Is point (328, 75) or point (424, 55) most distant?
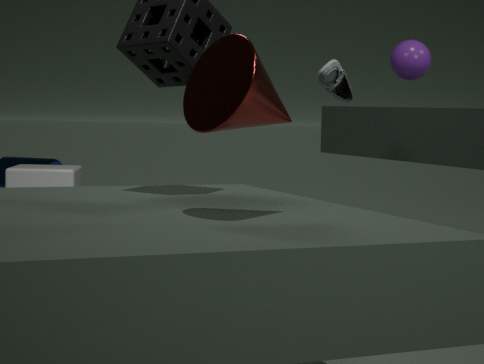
Result: point (424, 55)
